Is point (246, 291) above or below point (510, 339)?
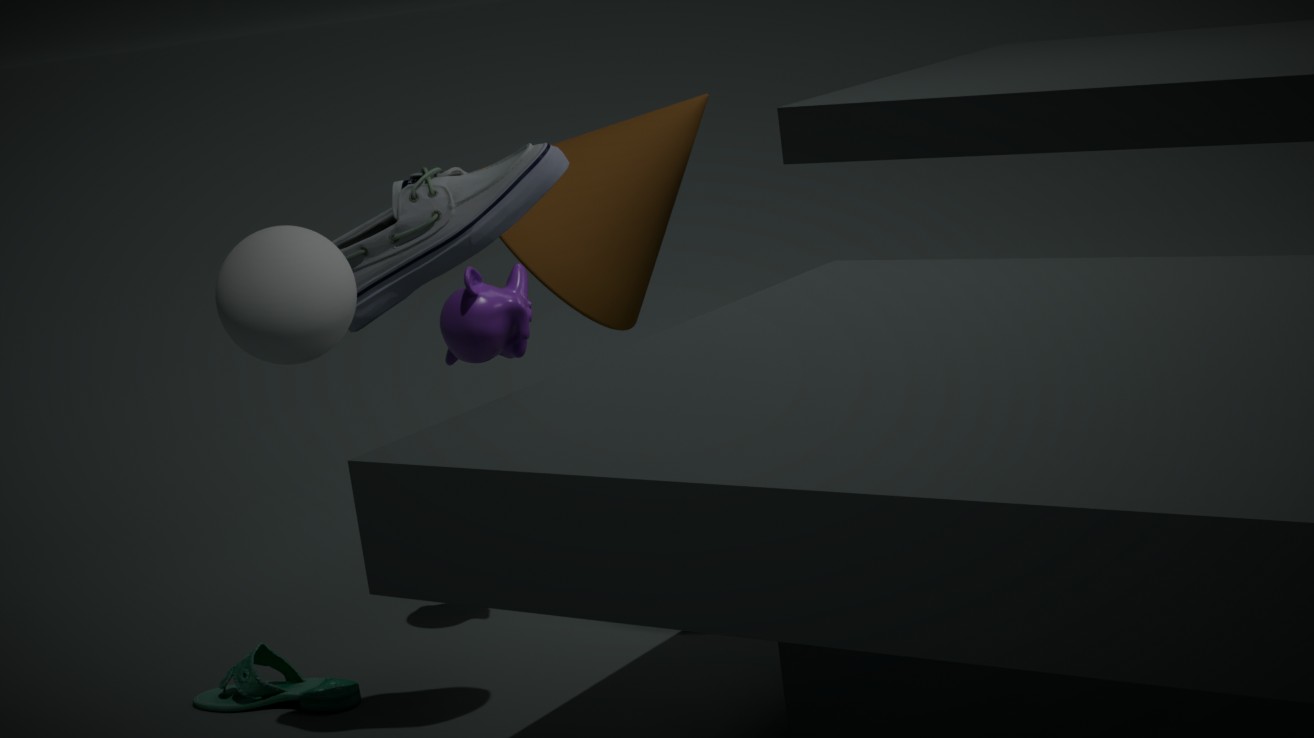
above
